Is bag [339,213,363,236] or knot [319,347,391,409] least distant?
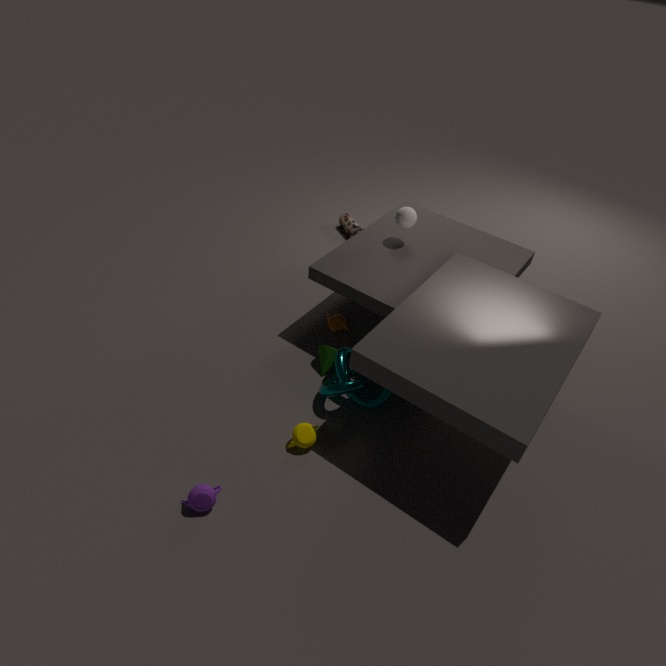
knot [319,347,391,409]
